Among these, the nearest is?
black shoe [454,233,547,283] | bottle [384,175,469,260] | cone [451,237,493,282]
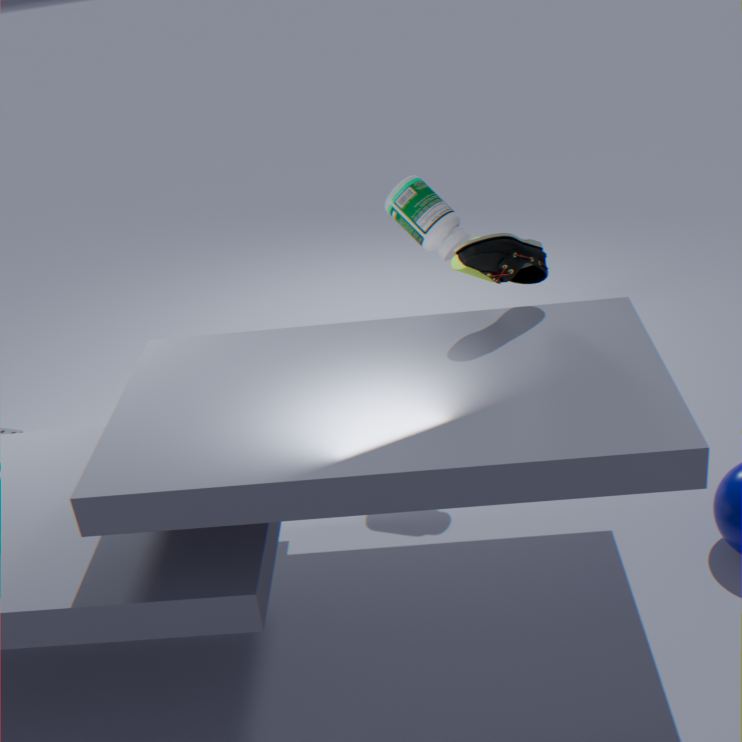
black shoe [454,233,547,283]
